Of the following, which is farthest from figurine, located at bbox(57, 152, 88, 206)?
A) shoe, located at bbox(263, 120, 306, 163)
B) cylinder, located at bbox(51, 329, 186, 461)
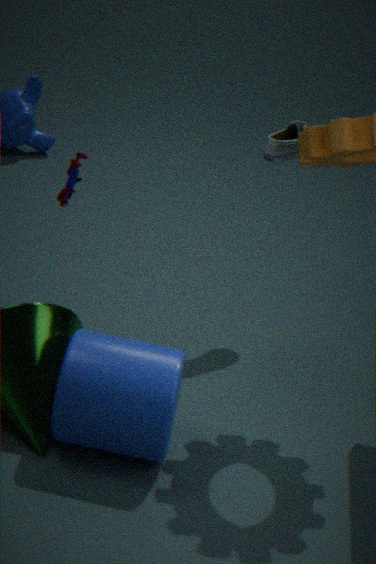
shoe, located at bbox(263, 120, 306, 163)
